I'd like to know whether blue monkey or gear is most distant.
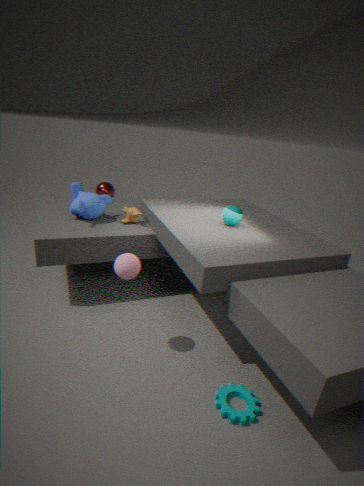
blue monkey
